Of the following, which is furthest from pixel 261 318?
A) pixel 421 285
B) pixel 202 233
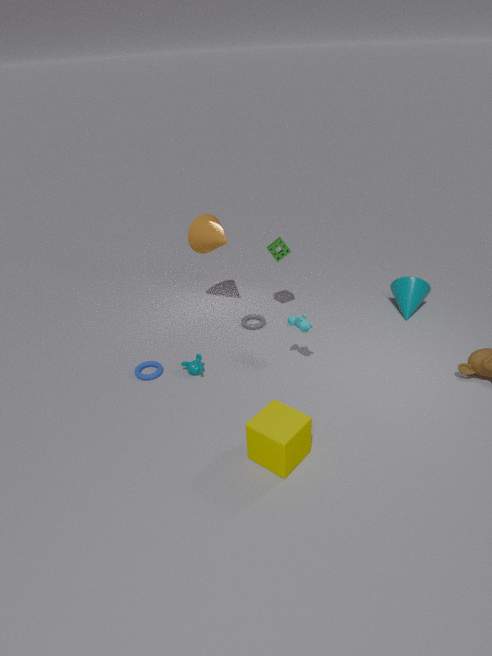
pixel 421 285
